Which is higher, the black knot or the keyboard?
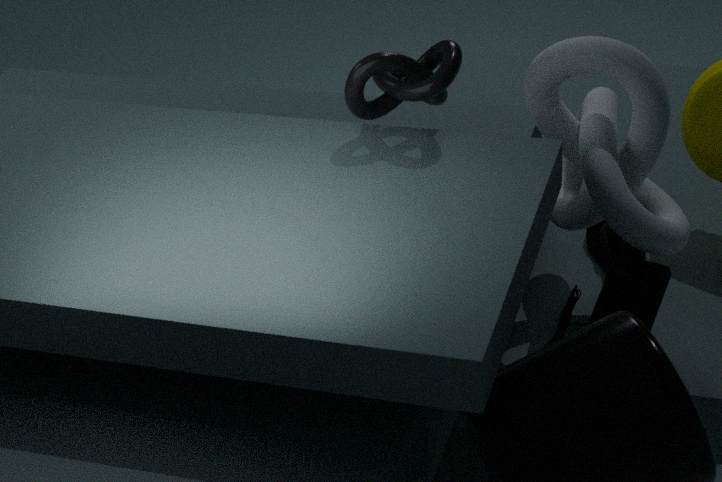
the black knot
